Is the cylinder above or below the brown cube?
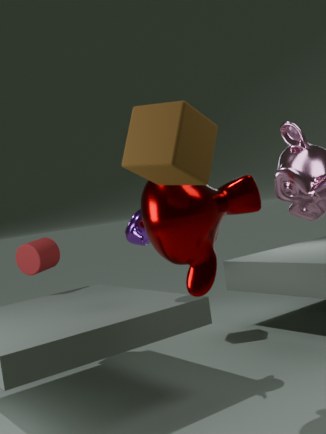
below
